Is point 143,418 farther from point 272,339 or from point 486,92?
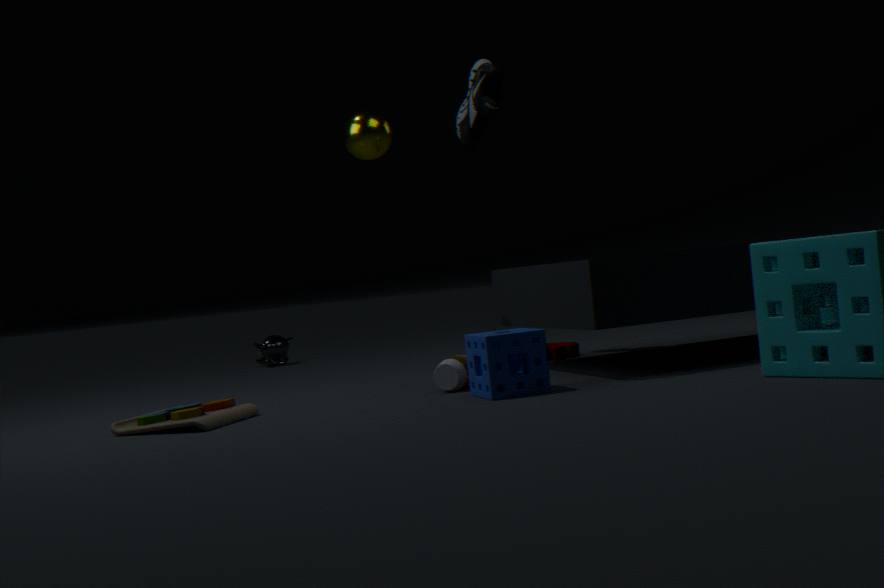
point 272,339
